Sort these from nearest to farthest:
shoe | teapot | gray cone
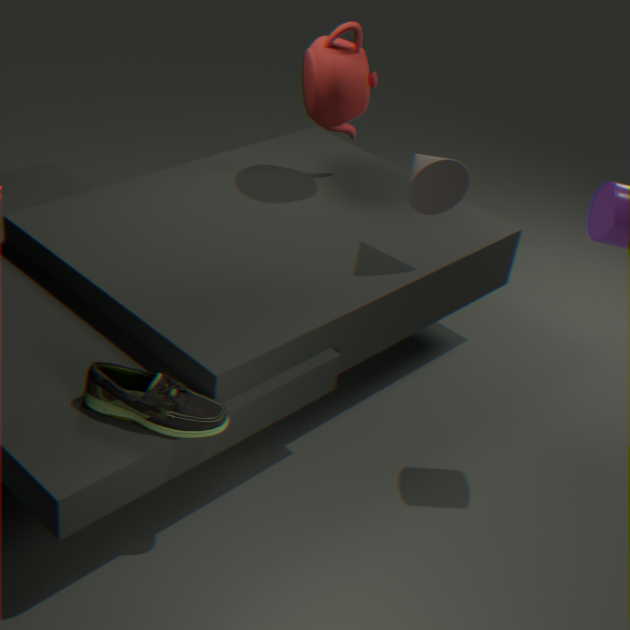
shoe < gray cone < teapot
